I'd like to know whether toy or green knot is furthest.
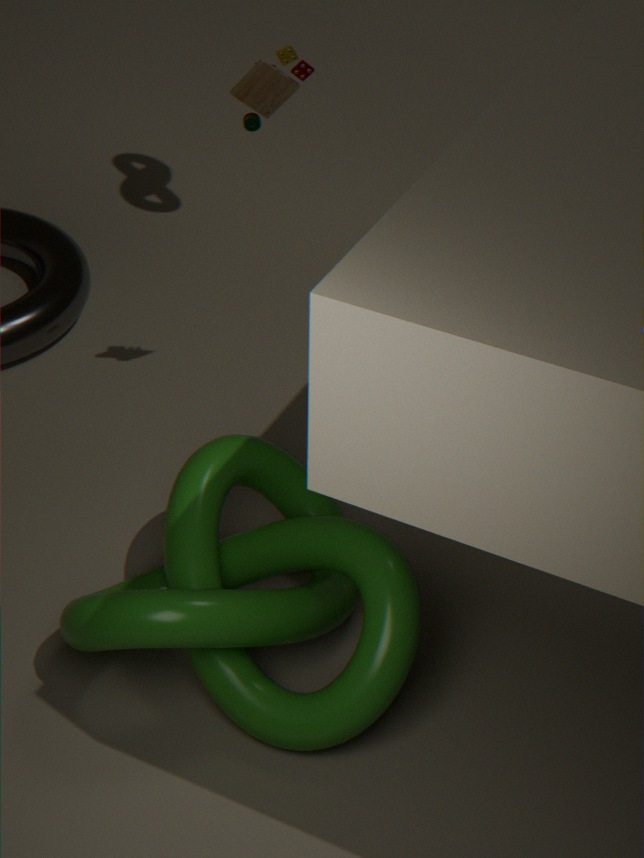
toy
